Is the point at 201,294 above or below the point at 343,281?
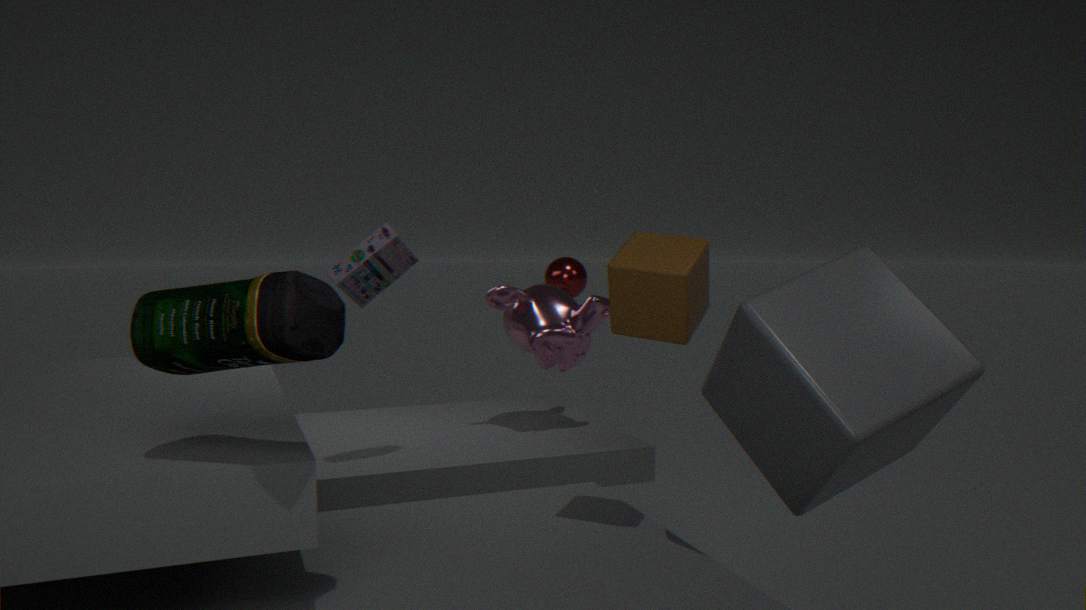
below
